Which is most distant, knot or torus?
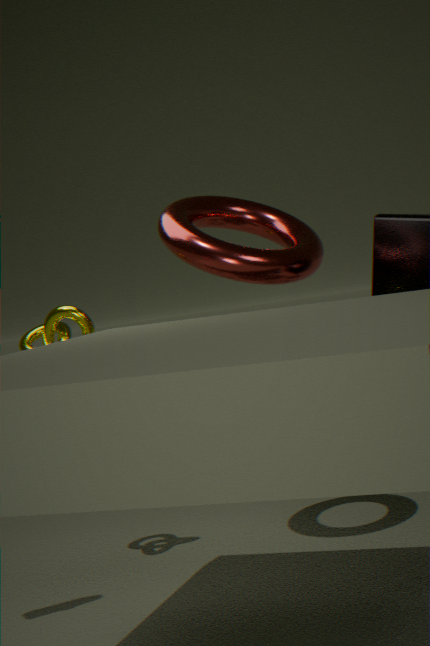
knot
